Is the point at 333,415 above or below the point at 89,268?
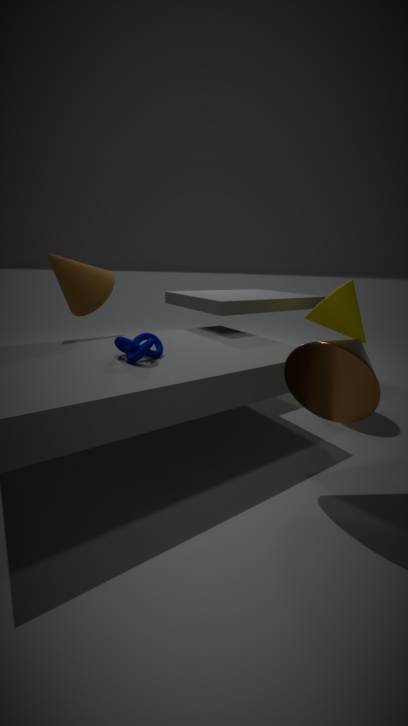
below
